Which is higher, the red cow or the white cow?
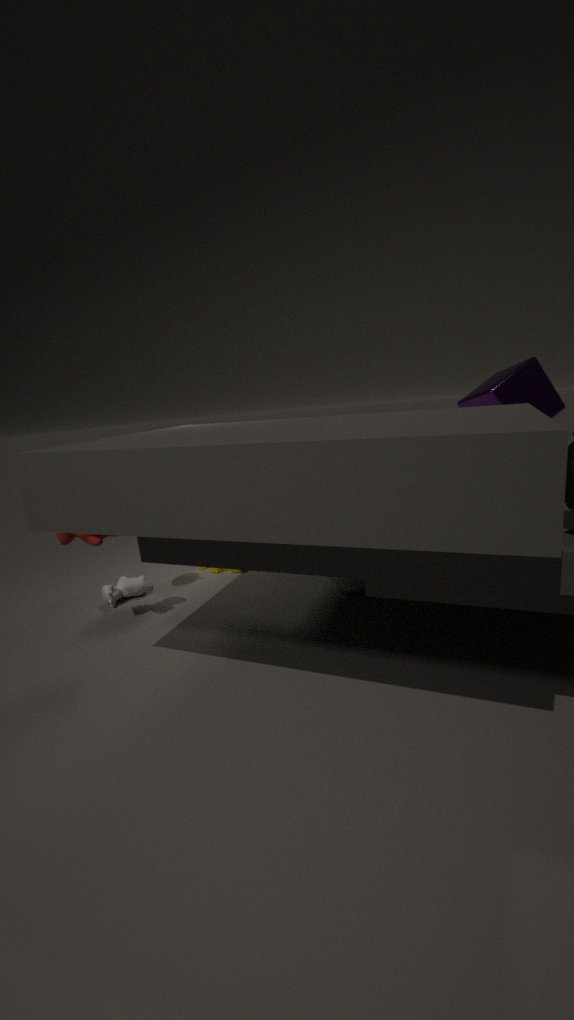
the red cow
